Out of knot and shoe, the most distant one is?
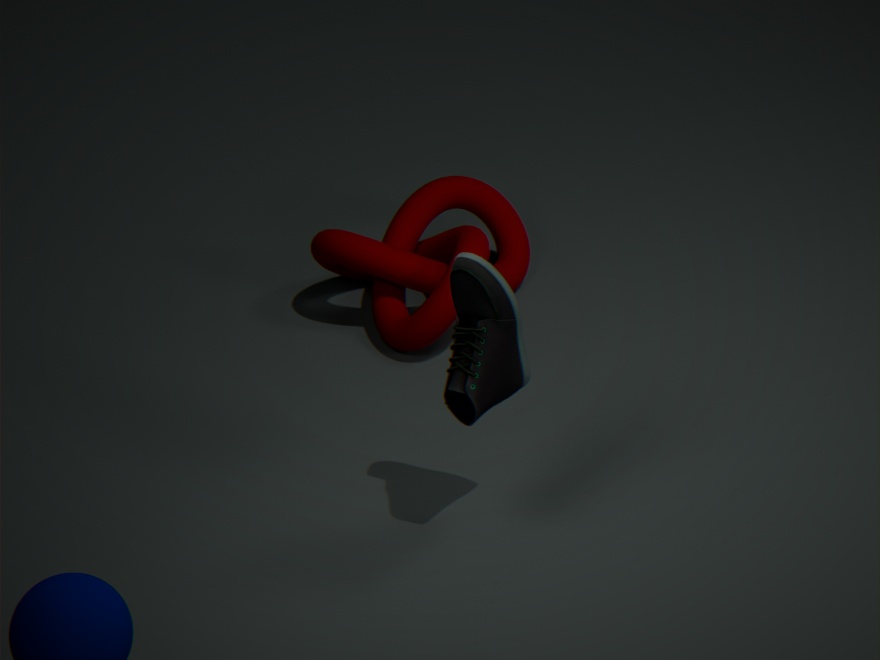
knot
